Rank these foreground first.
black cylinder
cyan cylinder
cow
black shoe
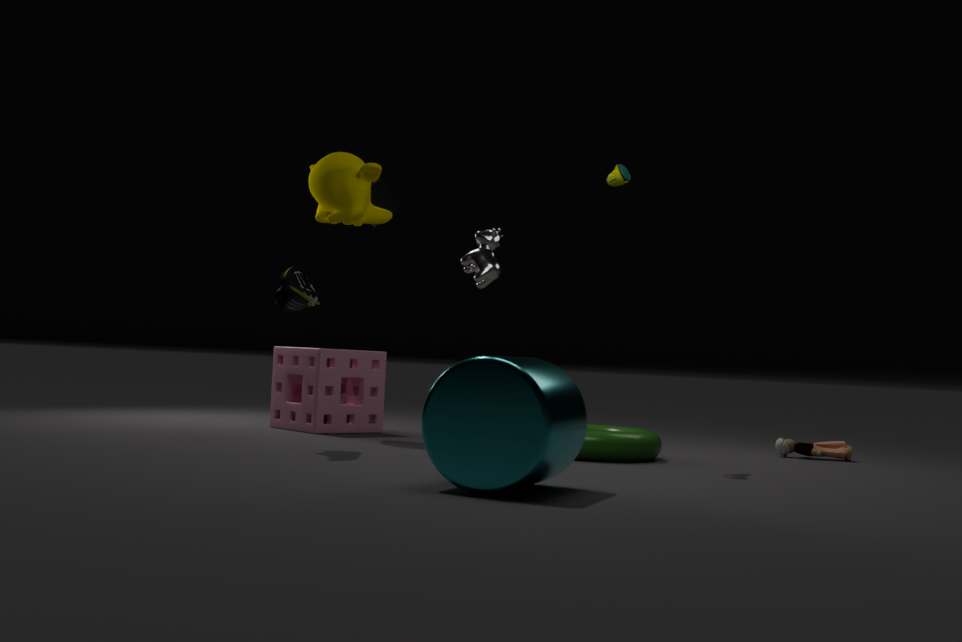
cyan cylinder, black shoe, cow, black cylinder
